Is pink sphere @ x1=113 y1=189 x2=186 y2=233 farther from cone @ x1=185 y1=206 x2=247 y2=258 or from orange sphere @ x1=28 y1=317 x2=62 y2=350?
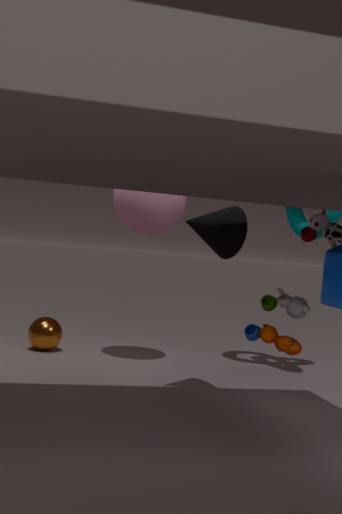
orange sphere @ x1=28 y1=317 x2=62 y2=350
